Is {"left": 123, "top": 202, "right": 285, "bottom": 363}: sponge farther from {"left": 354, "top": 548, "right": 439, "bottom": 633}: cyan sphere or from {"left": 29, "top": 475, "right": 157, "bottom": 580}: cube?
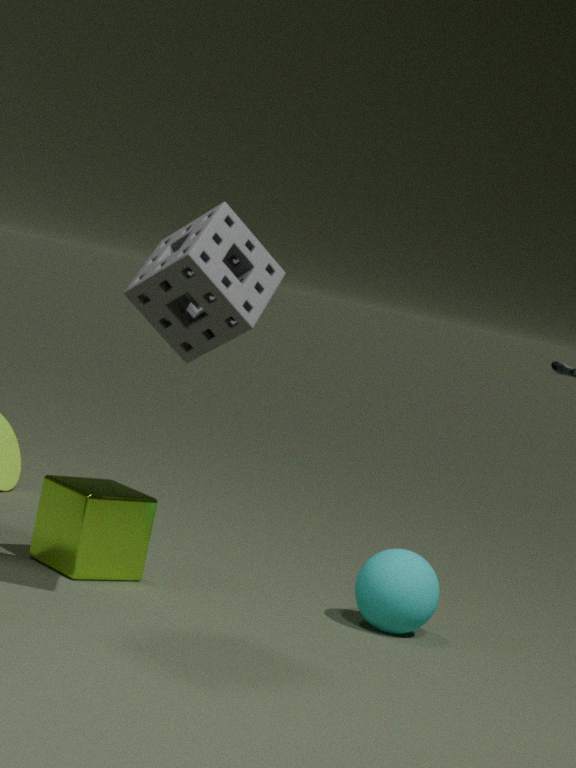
{"left": 354, "top": 548, "right": 439, "bottom": 633}: cyan sphere
